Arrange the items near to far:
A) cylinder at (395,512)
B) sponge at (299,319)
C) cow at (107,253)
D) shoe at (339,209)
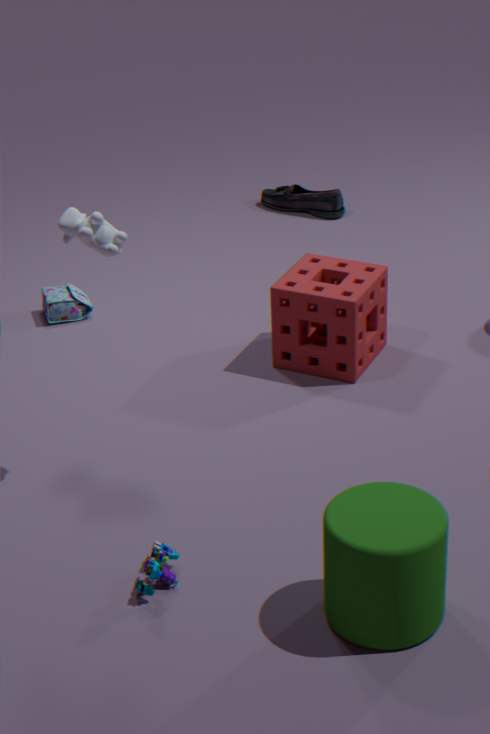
1. cylinder at (395,512)
2. cow at (107,253)
3. sponge at (299,319)
4. shoe at (339,209)
